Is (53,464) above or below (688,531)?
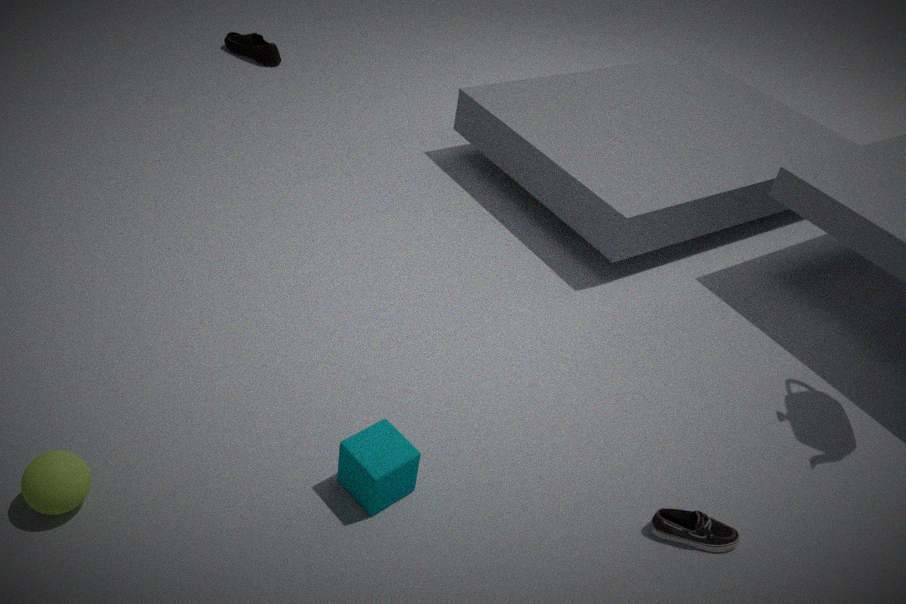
above
